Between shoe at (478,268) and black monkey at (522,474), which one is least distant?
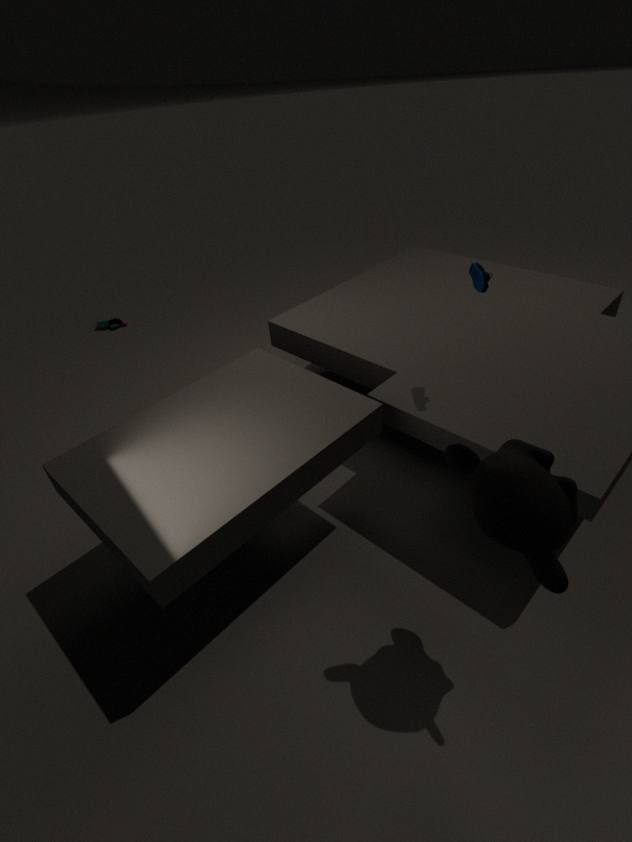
black monkey at (522,474)
